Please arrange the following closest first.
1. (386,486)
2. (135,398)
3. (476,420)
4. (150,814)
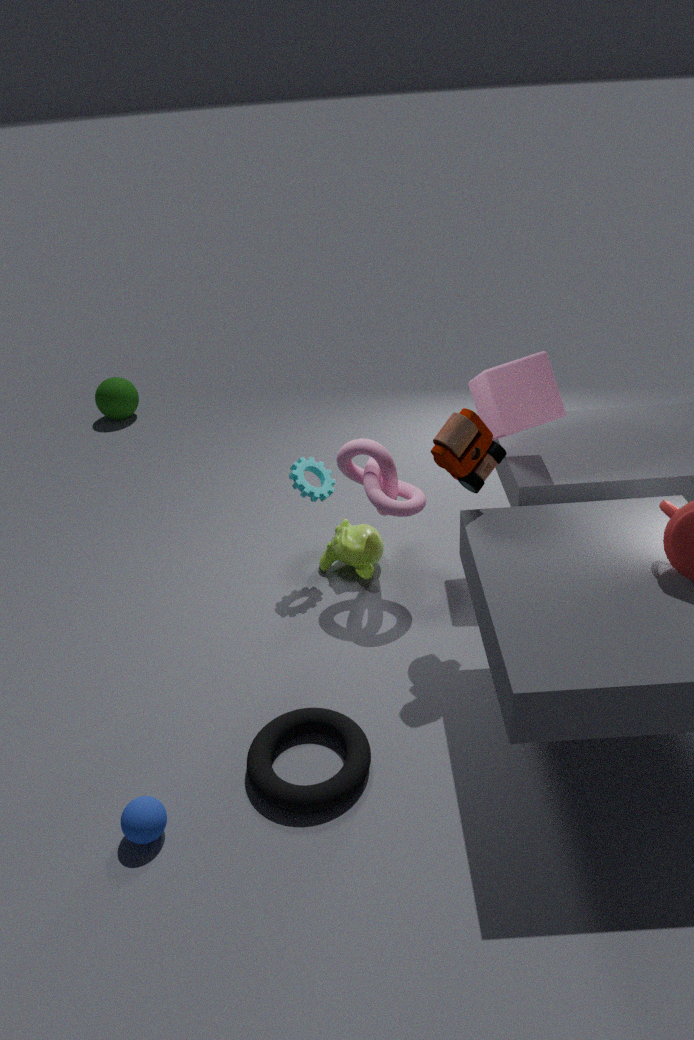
(150,814) < (476,420) < (386,486) < (135,398)
